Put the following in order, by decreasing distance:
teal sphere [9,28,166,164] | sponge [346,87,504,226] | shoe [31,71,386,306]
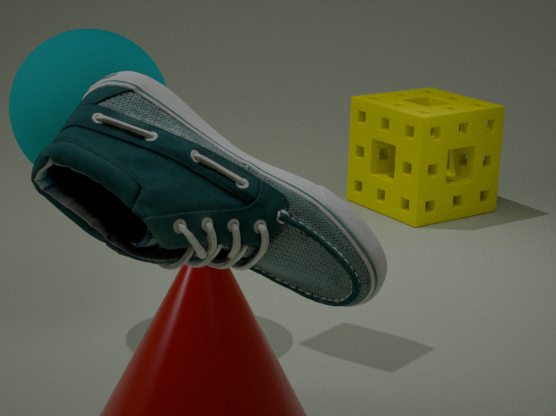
sponge [346,87,504,226]
teal sphere [9,28,166,164]
shoe [31,71,386,306]
